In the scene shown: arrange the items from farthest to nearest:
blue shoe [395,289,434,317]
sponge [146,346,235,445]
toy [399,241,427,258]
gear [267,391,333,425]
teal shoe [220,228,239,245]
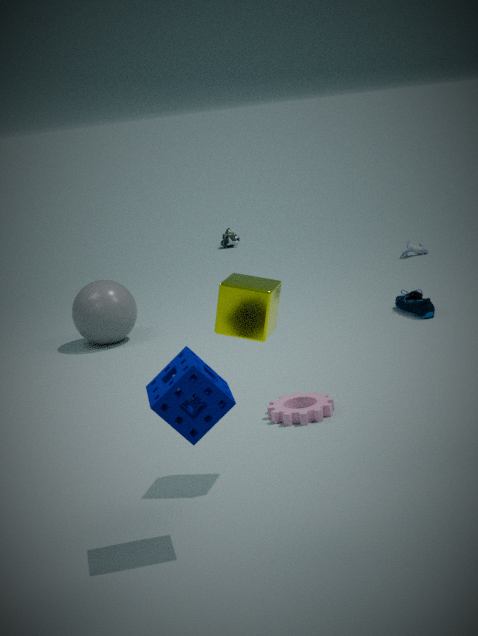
1. teal shoe [220,228,239,245]
2. toy [399,241,427,258]
3. blue shoe [395,289,434,317]
4. gear [267,391,333,425]
5. sponge [146,346,235,445]
